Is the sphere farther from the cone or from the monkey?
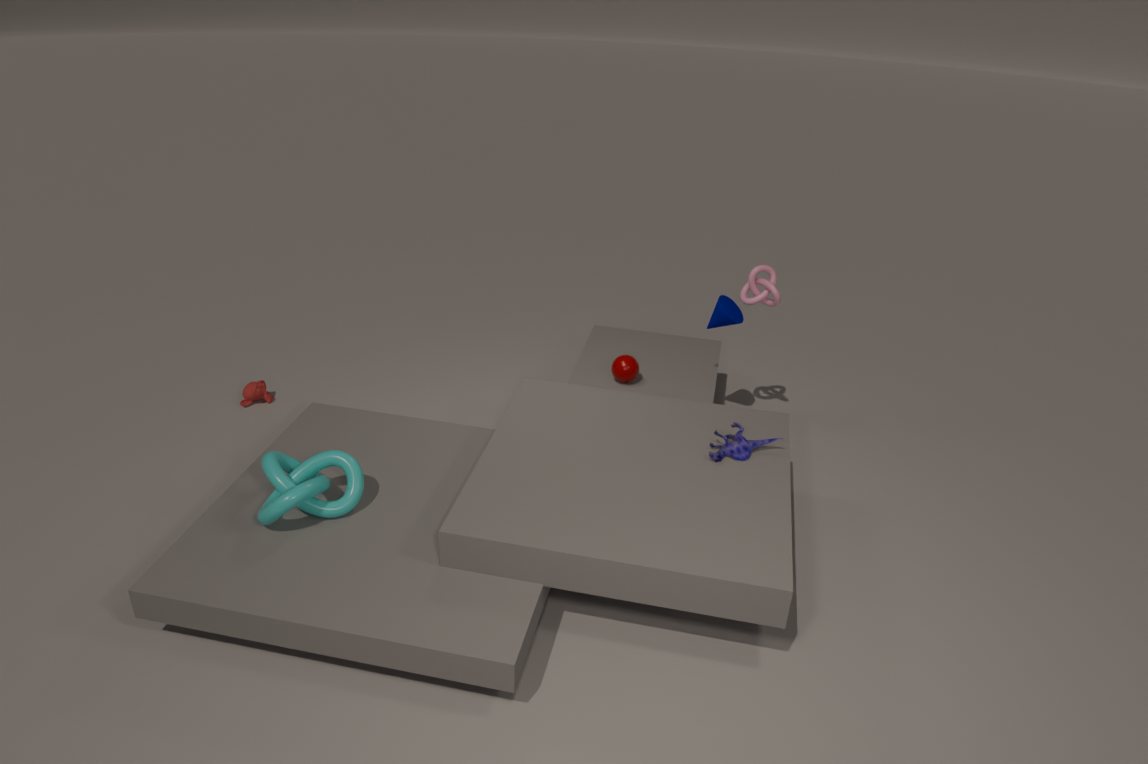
the monkey
